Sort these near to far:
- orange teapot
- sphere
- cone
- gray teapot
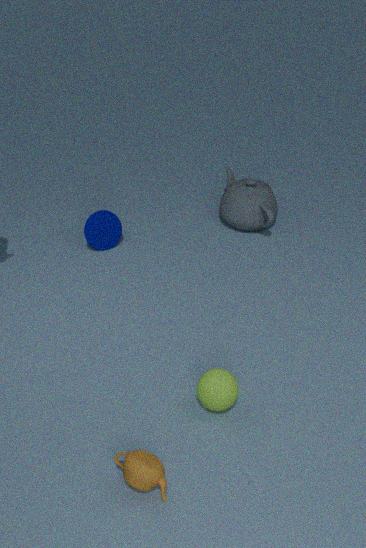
orange teapot < sphere < cone < gray teapot
